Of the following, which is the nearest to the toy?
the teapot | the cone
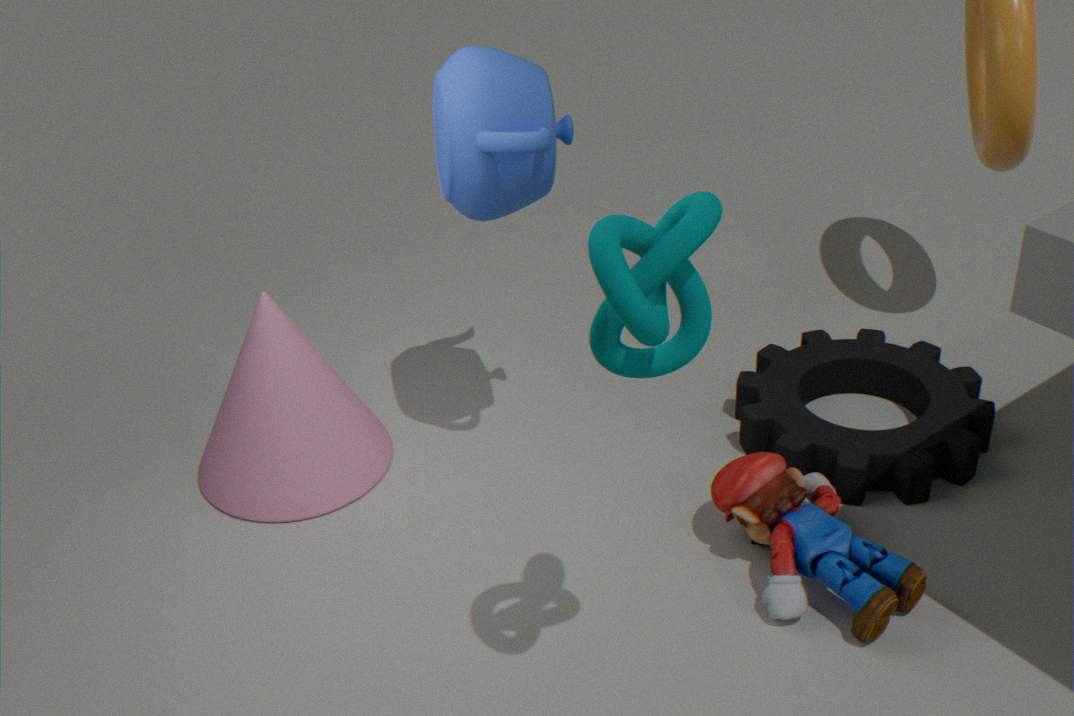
the teapot
